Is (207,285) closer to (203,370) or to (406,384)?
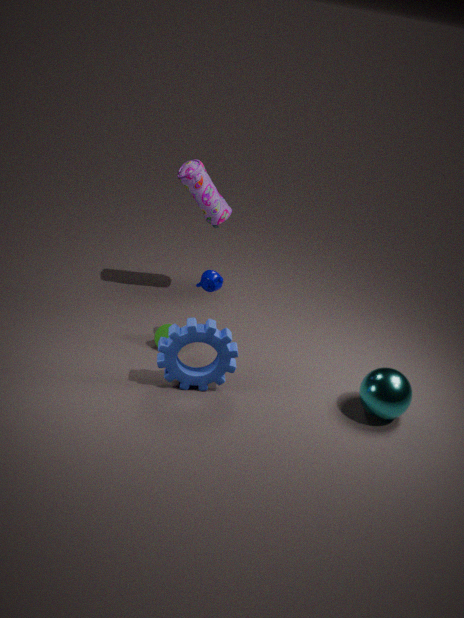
(203,370)
